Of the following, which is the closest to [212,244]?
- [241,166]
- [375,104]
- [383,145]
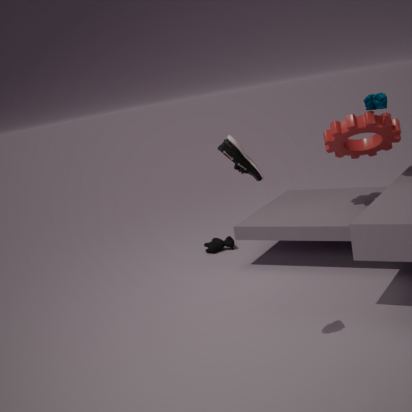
[383,145]
